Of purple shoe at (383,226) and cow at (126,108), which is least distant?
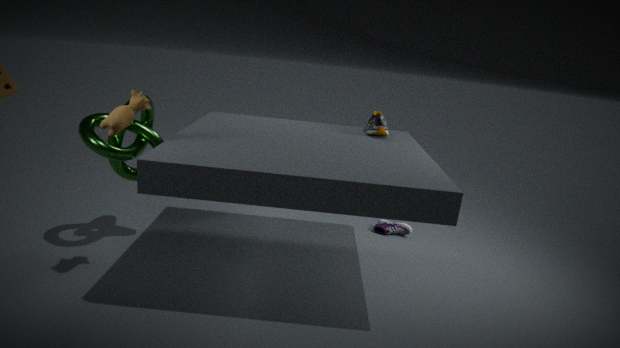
cow at (126,108)
